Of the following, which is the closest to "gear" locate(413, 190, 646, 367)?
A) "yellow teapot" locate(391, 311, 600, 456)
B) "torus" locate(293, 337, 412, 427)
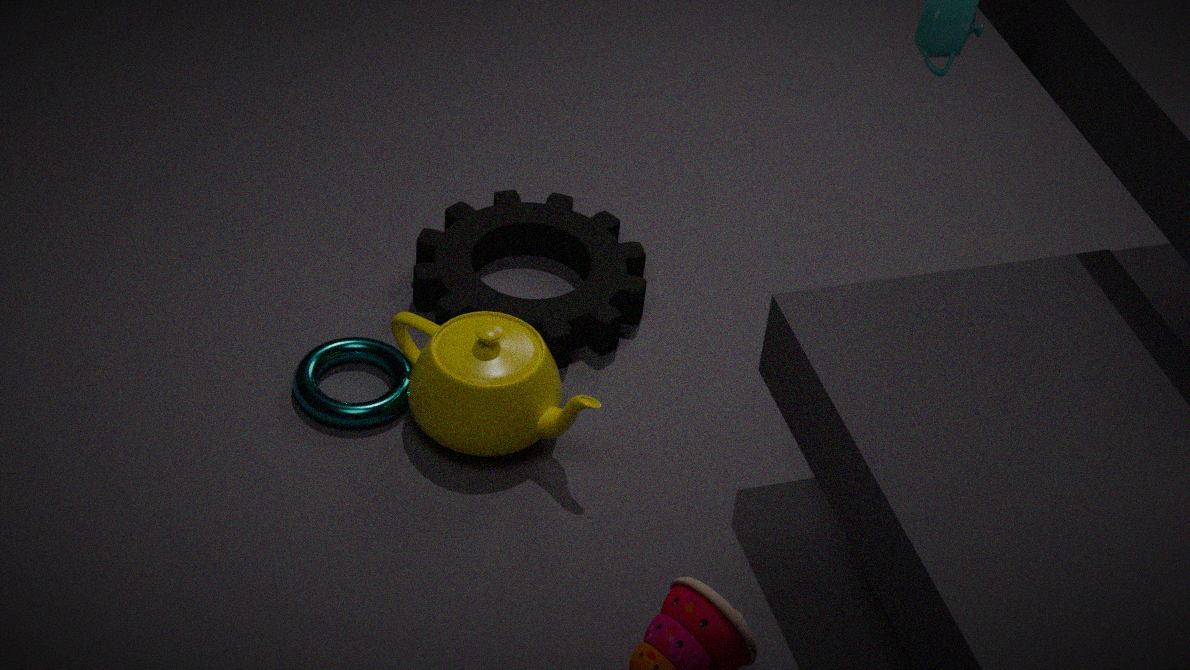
"yellow teapot" locate(391, 311, 600, 456)
